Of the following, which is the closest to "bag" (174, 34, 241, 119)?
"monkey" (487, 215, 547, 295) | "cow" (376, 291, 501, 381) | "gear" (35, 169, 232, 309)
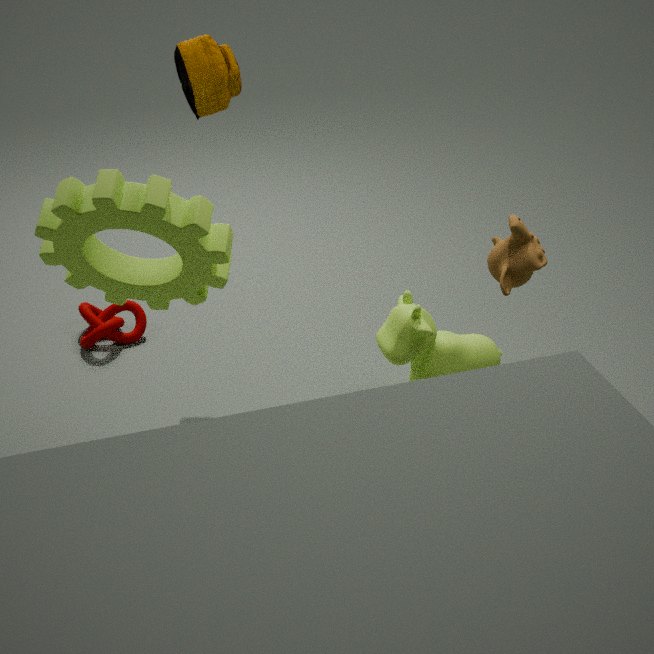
"gear" (35, 169, 232, 309)
